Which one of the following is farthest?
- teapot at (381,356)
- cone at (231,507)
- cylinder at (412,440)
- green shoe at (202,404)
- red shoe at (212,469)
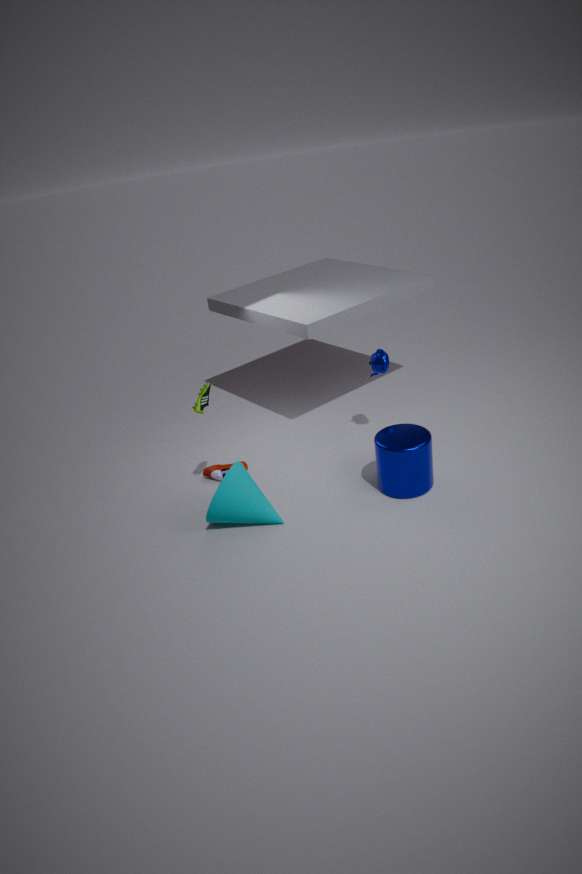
red shoe at (212,469)
